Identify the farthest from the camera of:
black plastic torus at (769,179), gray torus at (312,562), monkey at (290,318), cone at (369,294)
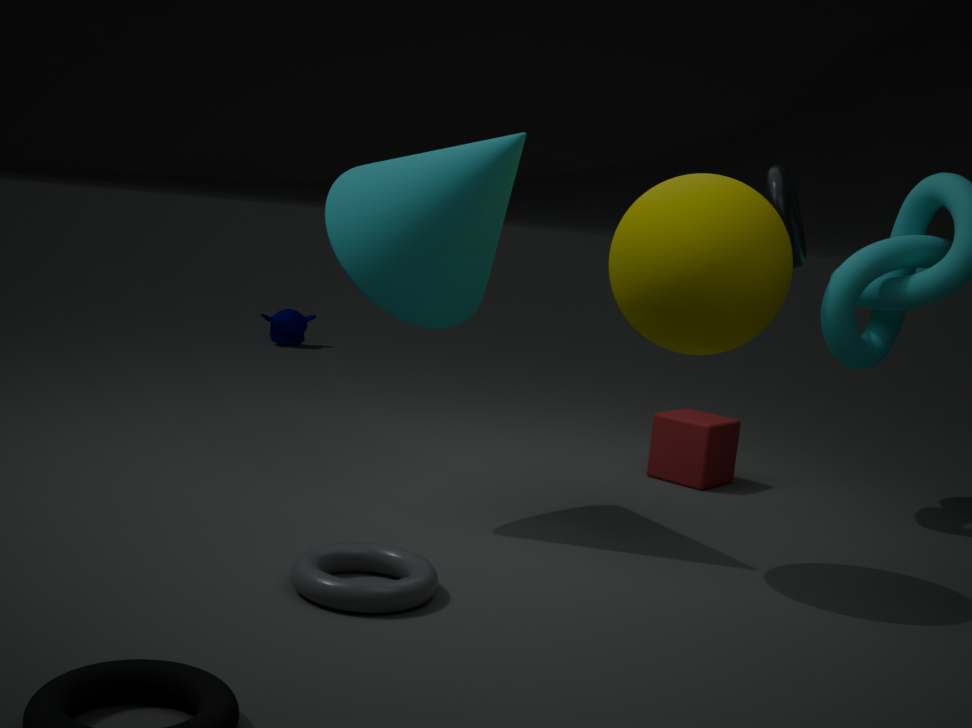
monkey at (290,318)
